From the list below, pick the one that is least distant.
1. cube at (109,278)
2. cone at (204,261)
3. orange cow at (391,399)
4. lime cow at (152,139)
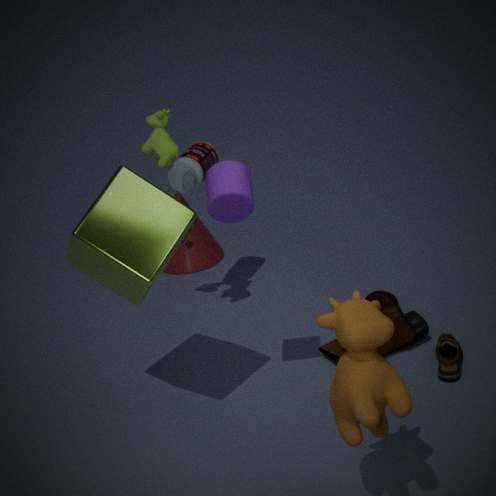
orange cow at (391,399)
